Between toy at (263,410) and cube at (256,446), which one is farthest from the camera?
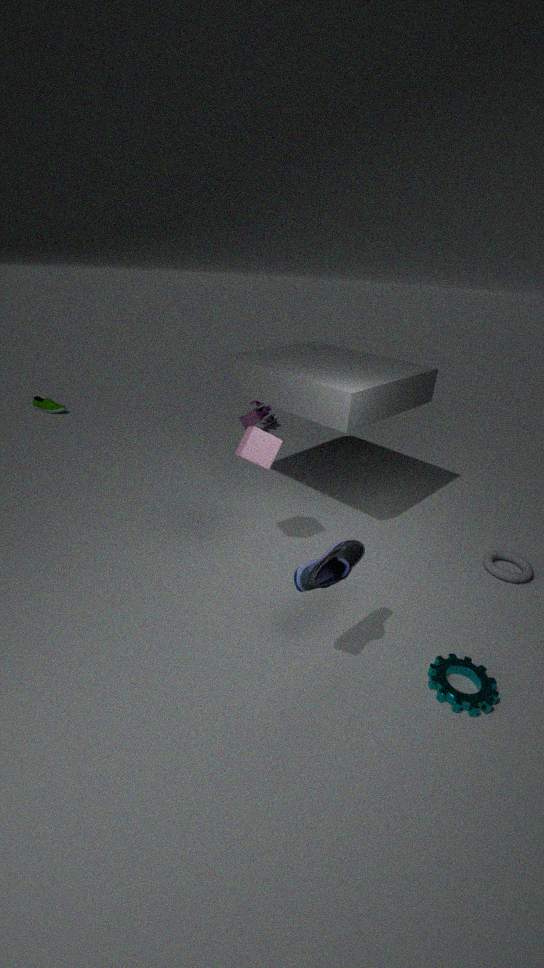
toy at (263,410)
